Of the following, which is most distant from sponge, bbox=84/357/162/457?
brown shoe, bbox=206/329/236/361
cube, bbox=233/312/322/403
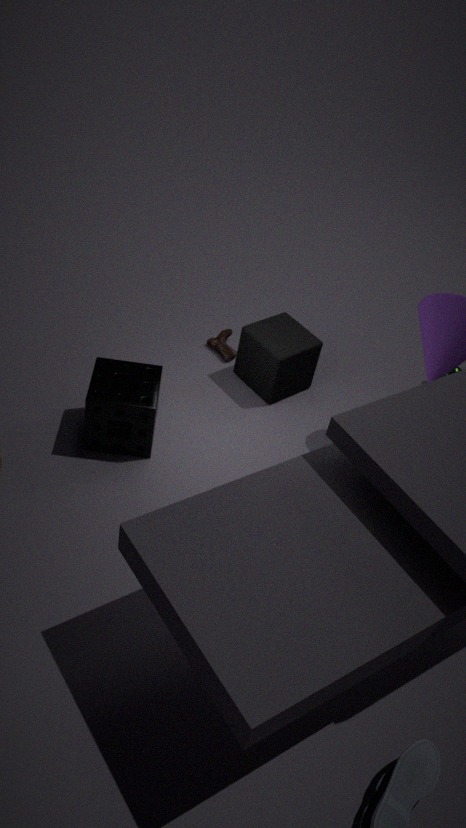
brown shoe, bbox=206/329/236/361
